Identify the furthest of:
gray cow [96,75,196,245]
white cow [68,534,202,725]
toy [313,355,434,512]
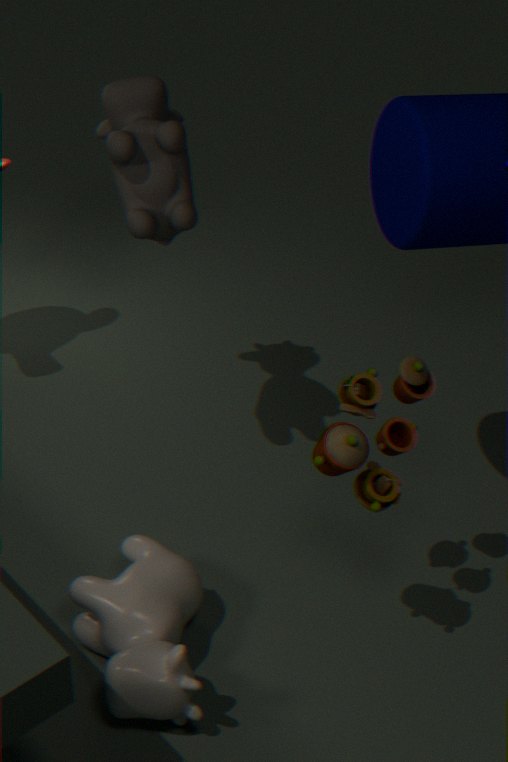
gray cow [96,75,196,245]
